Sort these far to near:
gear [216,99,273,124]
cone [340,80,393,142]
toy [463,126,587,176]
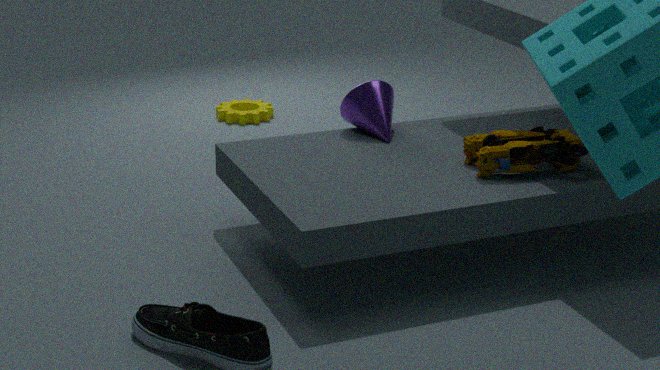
gear [216,99,273,124]
cone [340,80,393,142]
toy [463,126,587,176]
